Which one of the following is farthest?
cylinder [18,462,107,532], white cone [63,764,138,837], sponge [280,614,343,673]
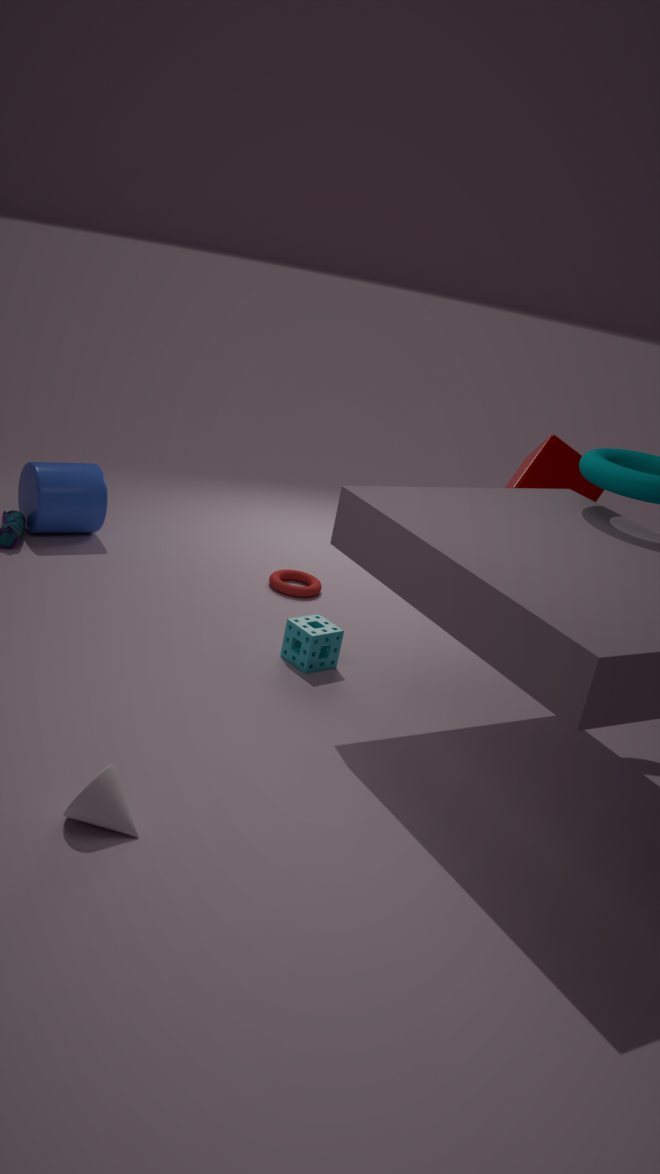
cylinder [18,462,107,532]
